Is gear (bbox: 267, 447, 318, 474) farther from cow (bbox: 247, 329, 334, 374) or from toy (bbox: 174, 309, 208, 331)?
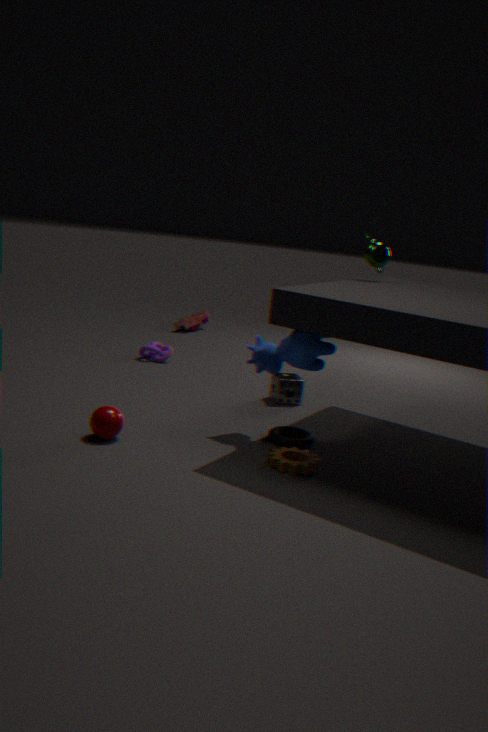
toy (bbox: 174, 309, 208, 331)
